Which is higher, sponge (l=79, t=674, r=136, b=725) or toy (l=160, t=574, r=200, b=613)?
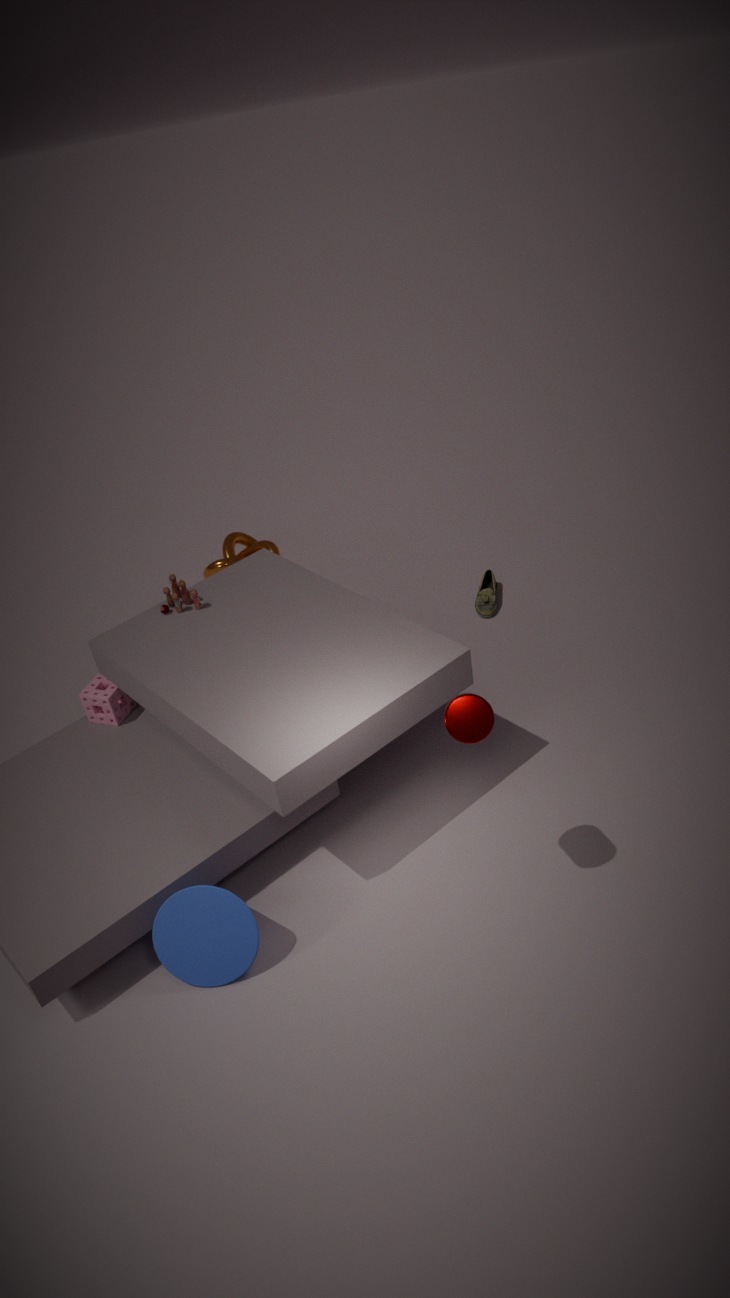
toy (l=160, t=574, r=200, b=613)
